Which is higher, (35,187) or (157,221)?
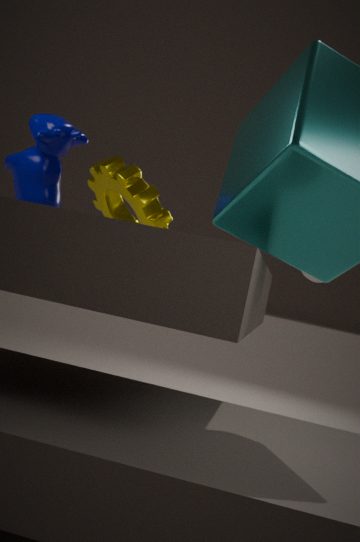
→ (35,187)
